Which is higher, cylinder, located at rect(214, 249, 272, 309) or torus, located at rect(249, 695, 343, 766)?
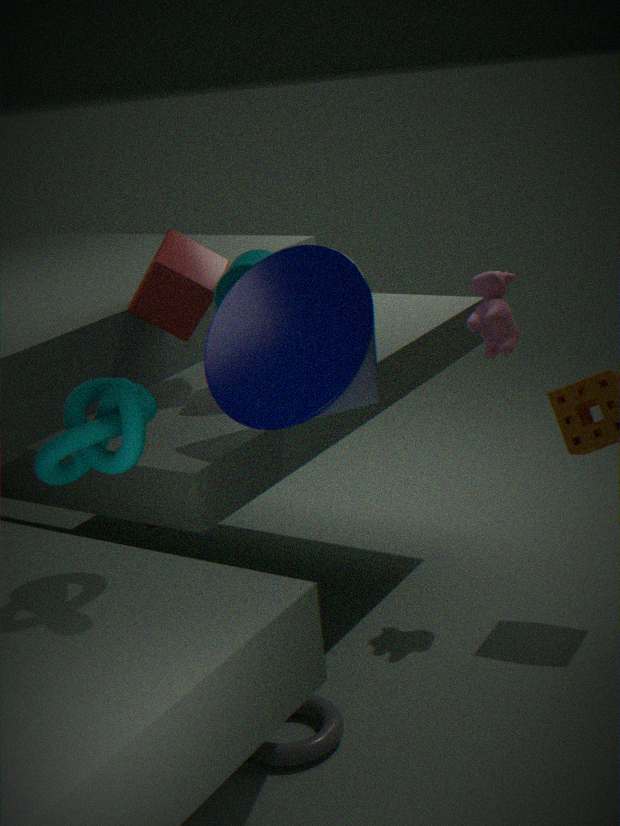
cylinder, located at rect(214, 249, 272, 309)
